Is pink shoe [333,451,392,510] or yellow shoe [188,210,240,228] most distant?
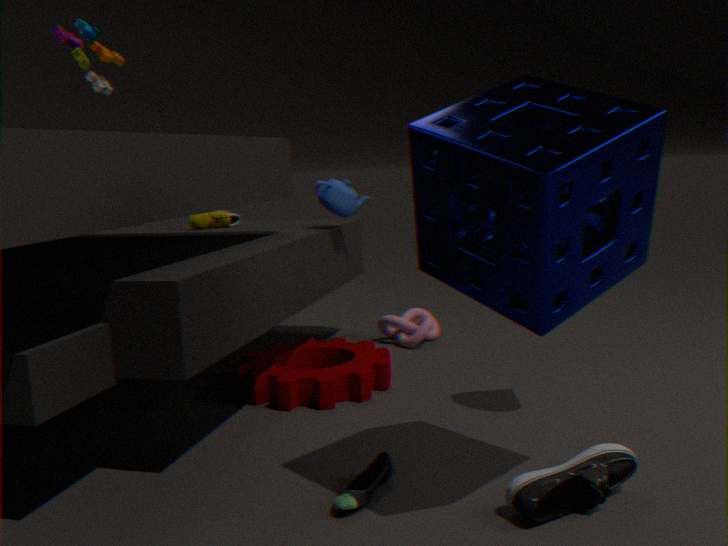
yellow shoe [188,210,240,228]
